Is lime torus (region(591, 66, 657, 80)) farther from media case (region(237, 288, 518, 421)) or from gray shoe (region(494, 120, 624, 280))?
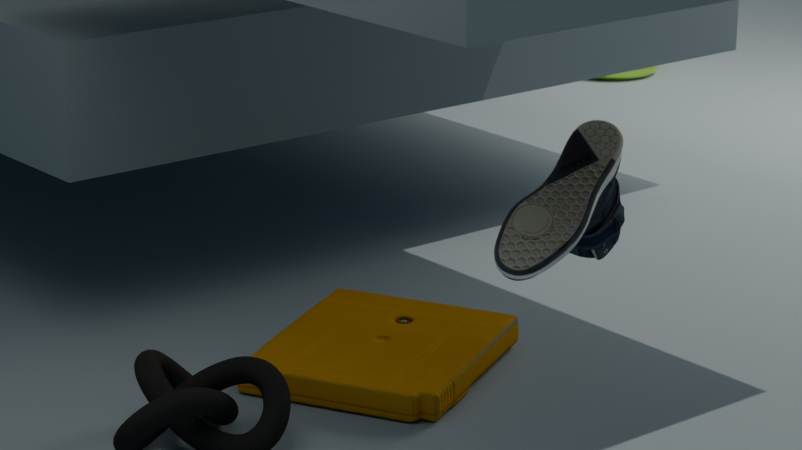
gray shoe (region(494, 120, 624, 280))
